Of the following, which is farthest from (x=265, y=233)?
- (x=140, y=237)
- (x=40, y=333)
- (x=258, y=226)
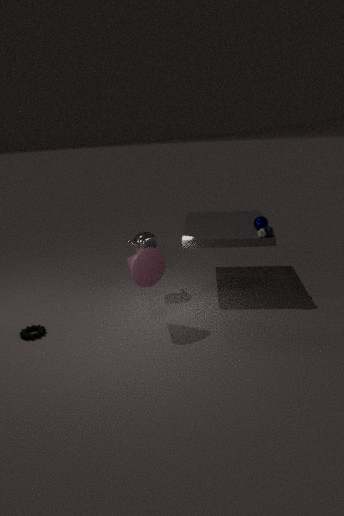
(x=40, y=333)
